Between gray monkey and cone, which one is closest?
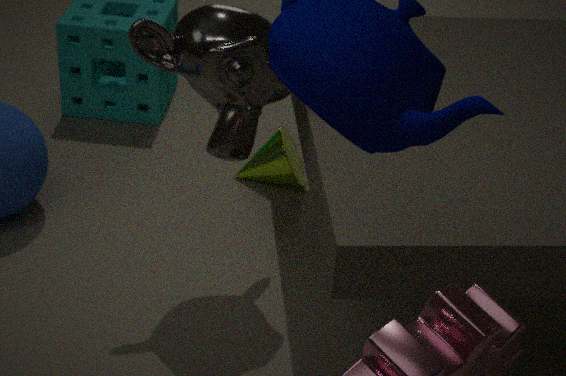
gray monkey
